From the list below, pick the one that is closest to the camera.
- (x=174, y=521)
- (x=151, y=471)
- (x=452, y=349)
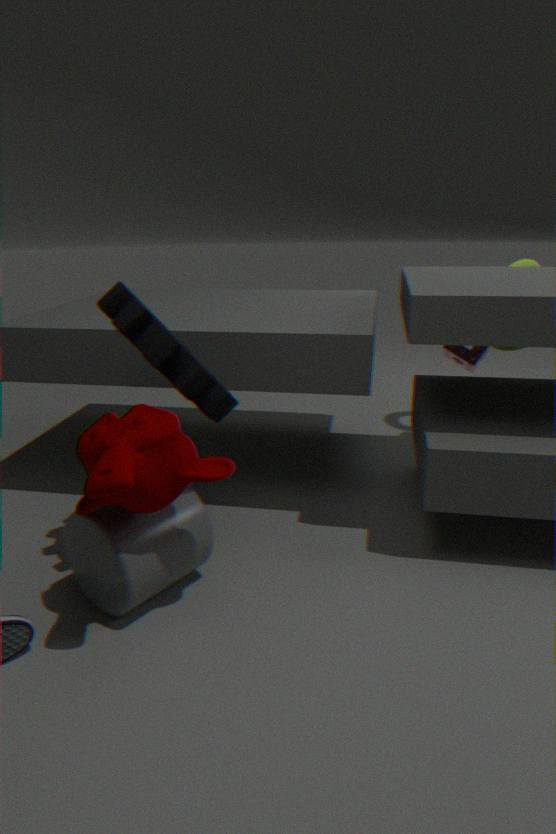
(x=151, y=471)
